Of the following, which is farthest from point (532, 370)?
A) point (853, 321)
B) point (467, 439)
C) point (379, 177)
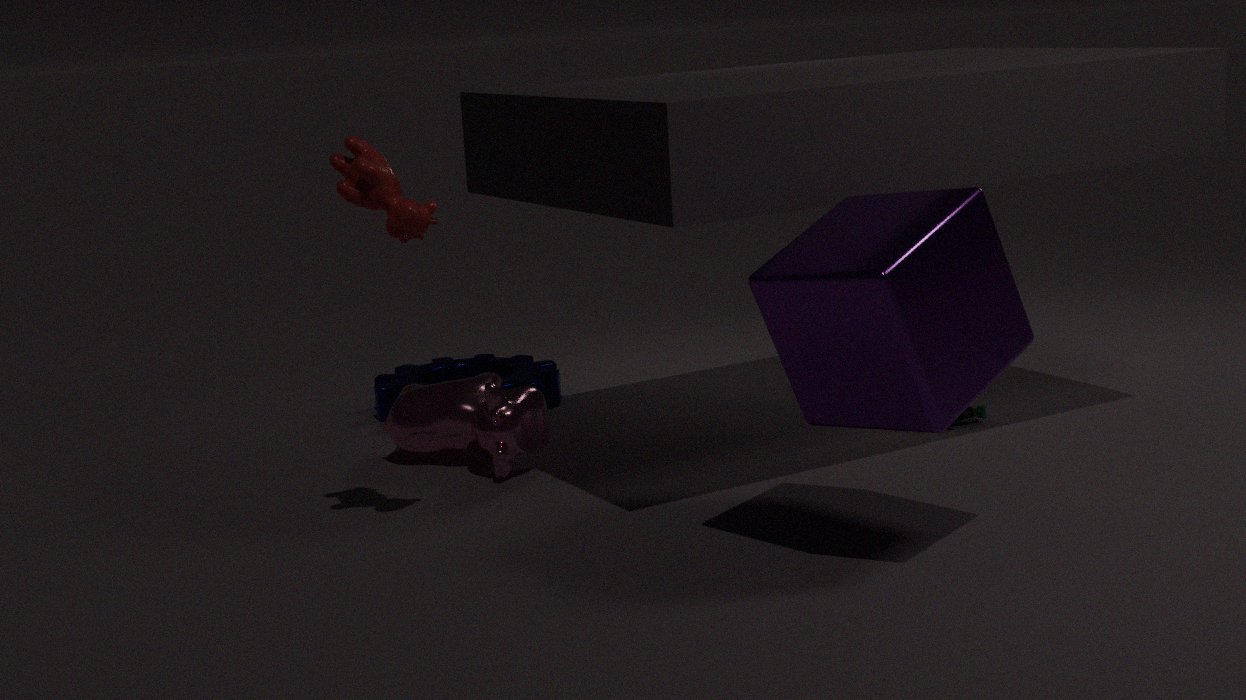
point (853, 321)
